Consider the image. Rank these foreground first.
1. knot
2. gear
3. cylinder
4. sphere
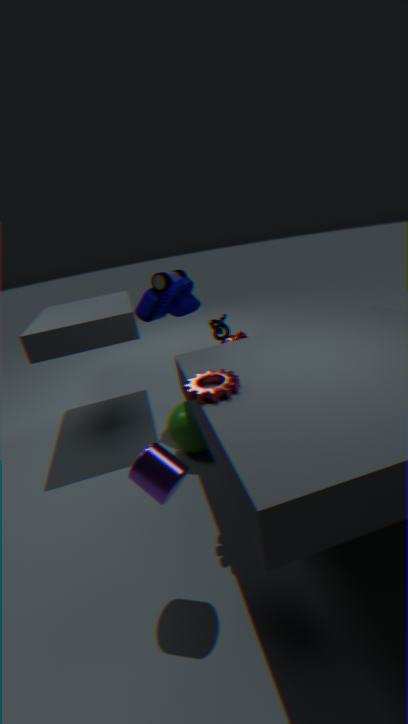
cylinder, gear, sphere, knot
